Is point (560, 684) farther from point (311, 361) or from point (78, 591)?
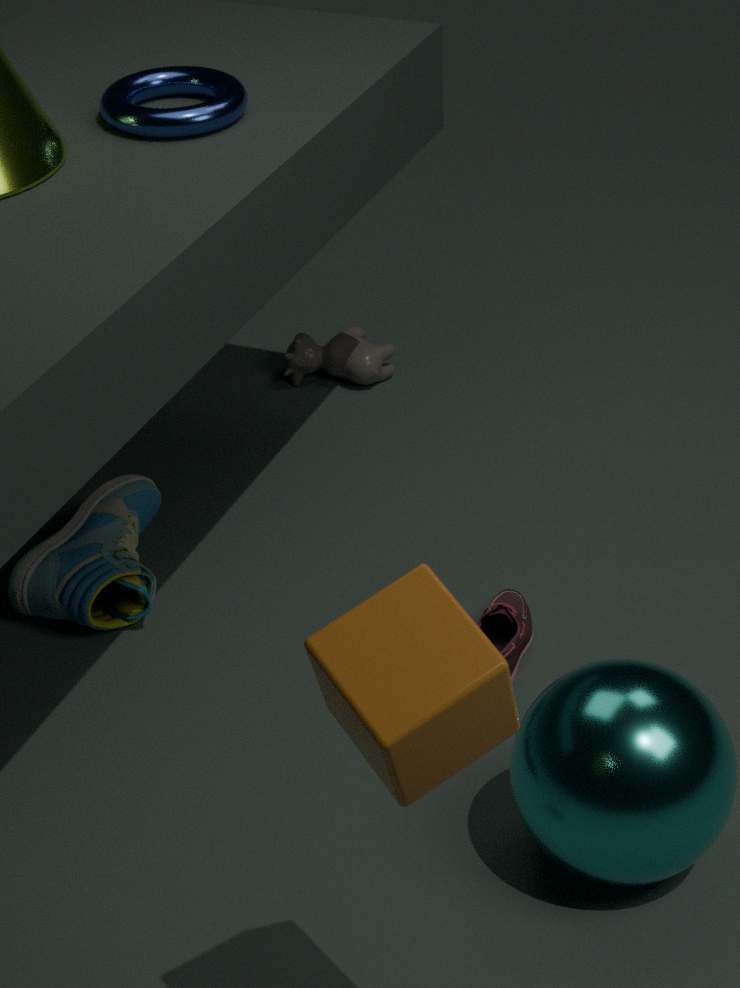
point (311, 361)
